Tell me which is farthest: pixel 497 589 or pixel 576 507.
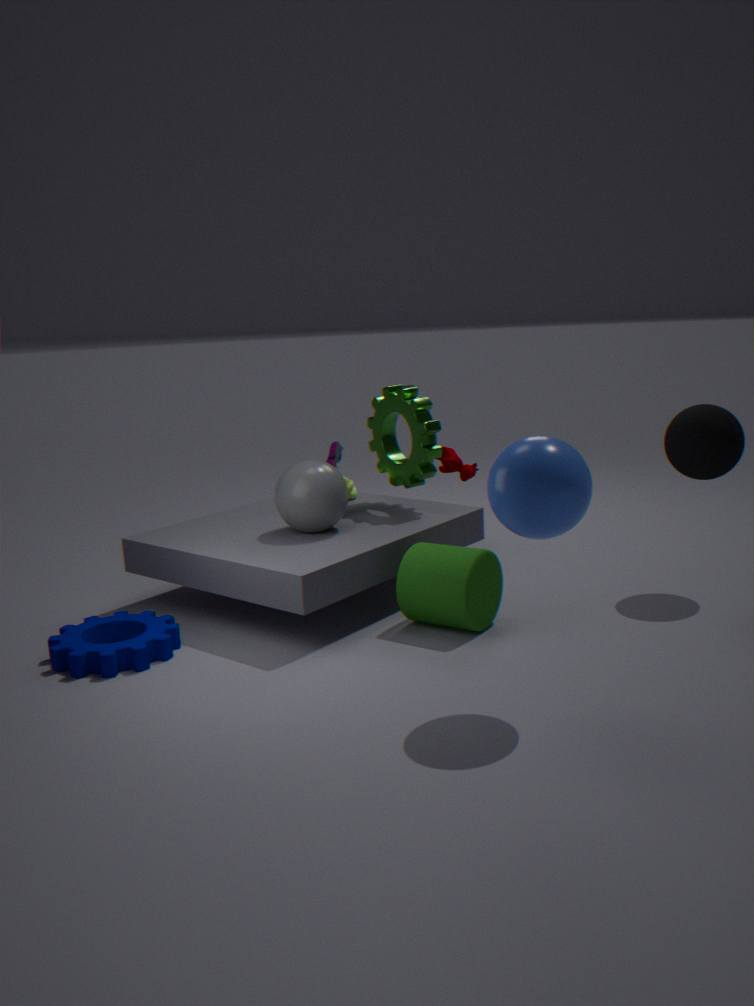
pixel 497 589
